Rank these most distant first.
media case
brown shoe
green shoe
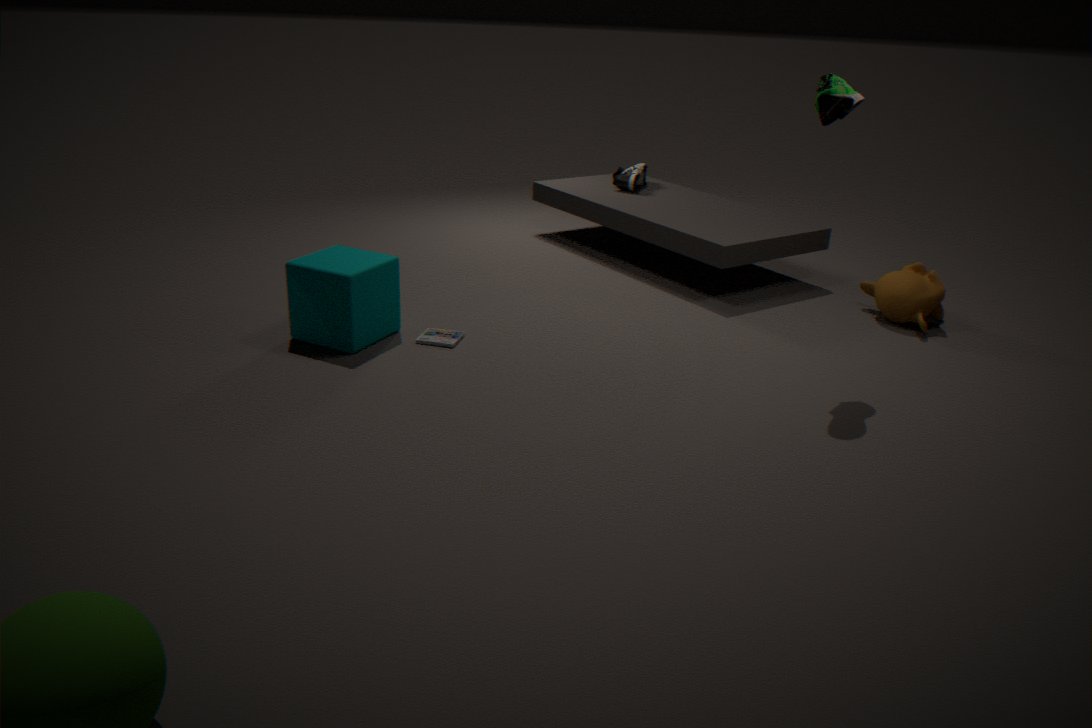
brown shoe → media case → green shoe
